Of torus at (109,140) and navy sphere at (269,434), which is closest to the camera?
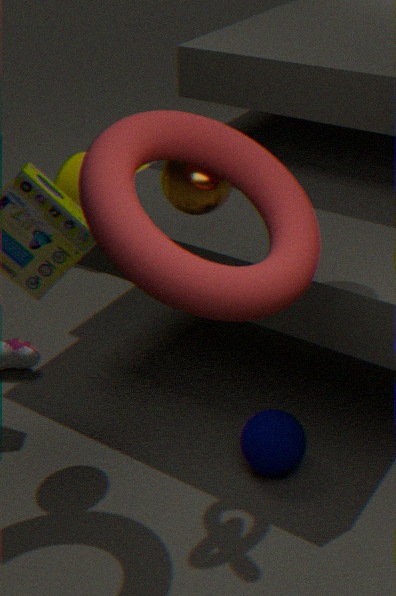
torus at (109,140)
